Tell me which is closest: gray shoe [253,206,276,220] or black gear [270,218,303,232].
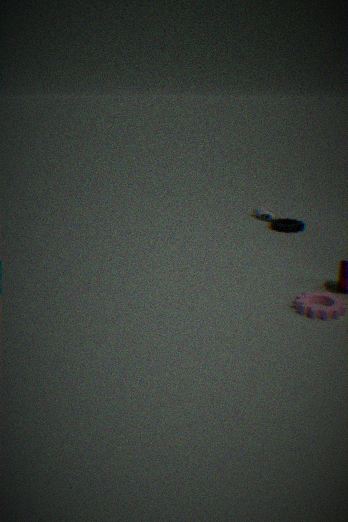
black gear [270,218,303,232]
